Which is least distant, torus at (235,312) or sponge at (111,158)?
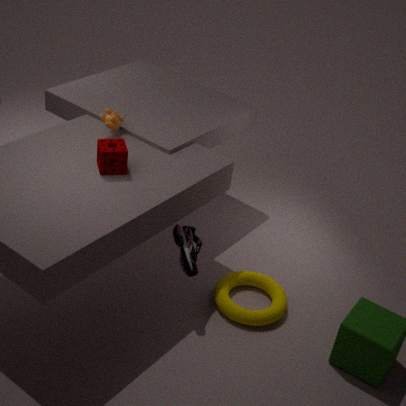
sponge at (111,158)
